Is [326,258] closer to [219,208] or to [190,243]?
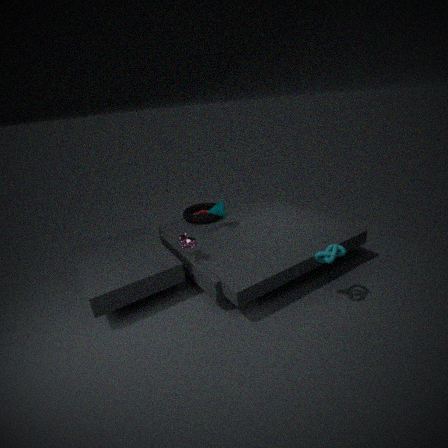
[190,243]
